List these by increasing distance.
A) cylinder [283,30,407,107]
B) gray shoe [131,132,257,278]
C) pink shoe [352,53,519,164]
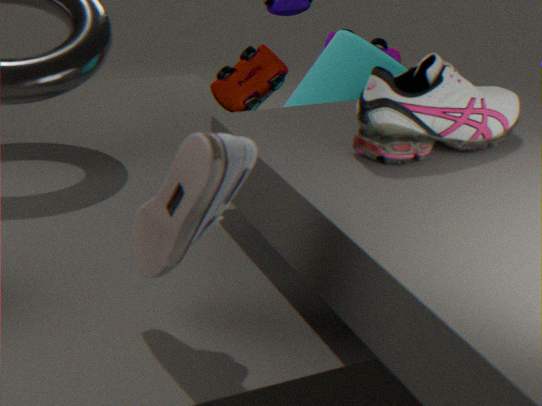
1. gray shoe [131,132,257,278]
2. pink shoe [352,53,519,164]
3. cylinder [283,30,407,107]
